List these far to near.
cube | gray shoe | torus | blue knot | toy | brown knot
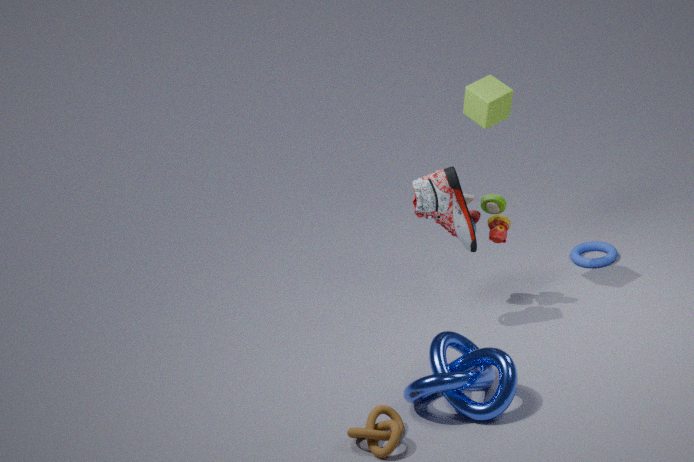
1. torus
2. toy
3. cube
4. gray shoe
5. blue knot
6. brown knot
